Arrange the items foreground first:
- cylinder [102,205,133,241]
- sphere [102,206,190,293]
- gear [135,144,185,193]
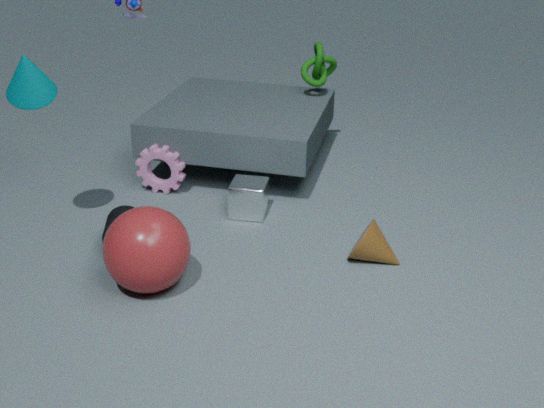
1. sphere [102,206,190,293]
2. cylinder [102,205,133,241]
3. gear [135,144,185,193]
